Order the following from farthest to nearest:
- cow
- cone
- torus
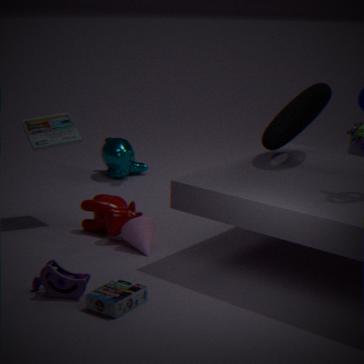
cow, cone, torus
